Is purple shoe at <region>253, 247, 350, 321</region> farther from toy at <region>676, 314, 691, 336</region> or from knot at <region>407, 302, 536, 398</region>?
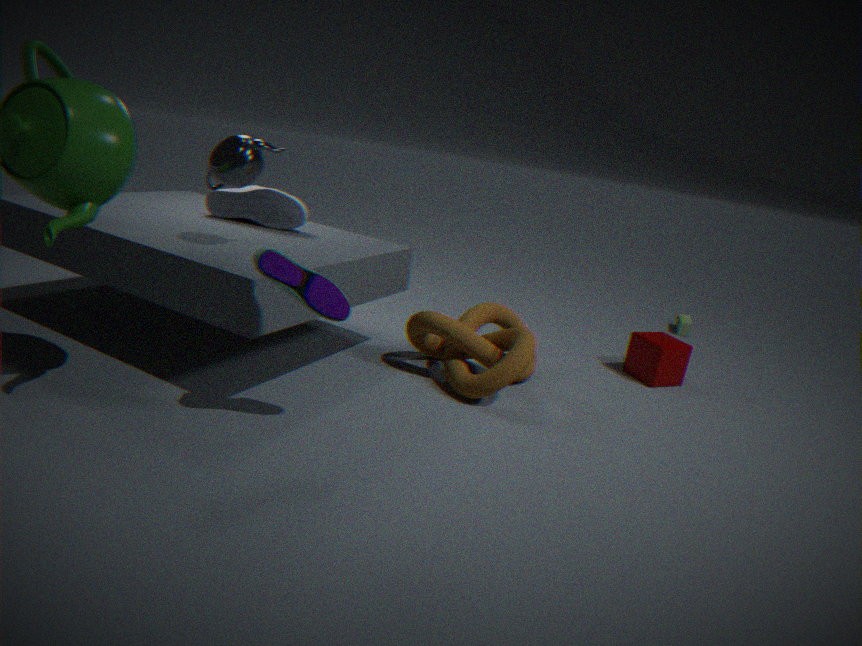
toy at <region>676, 314, 691, 336</region>
